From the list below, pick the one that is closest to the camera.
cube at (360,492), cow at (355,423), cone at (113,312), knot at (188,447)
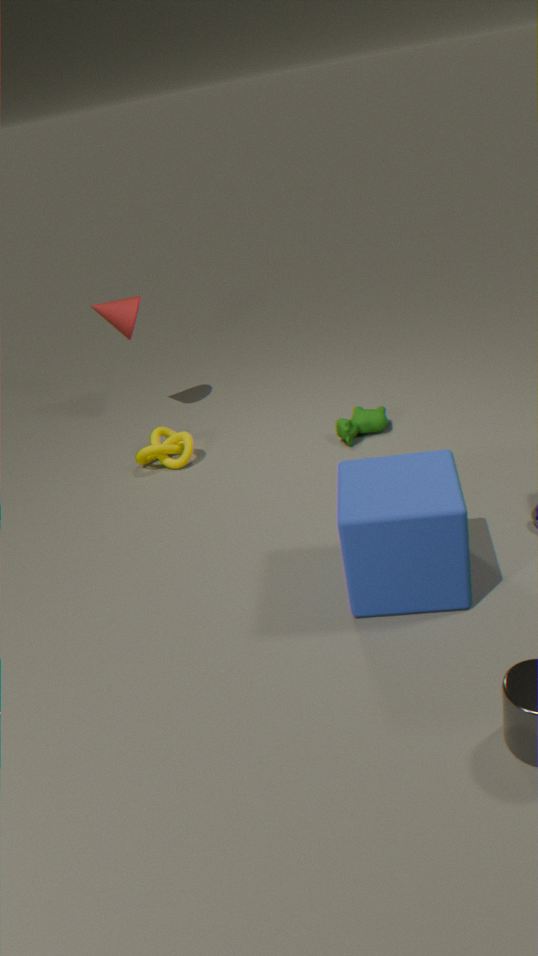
cube at (360,492)
